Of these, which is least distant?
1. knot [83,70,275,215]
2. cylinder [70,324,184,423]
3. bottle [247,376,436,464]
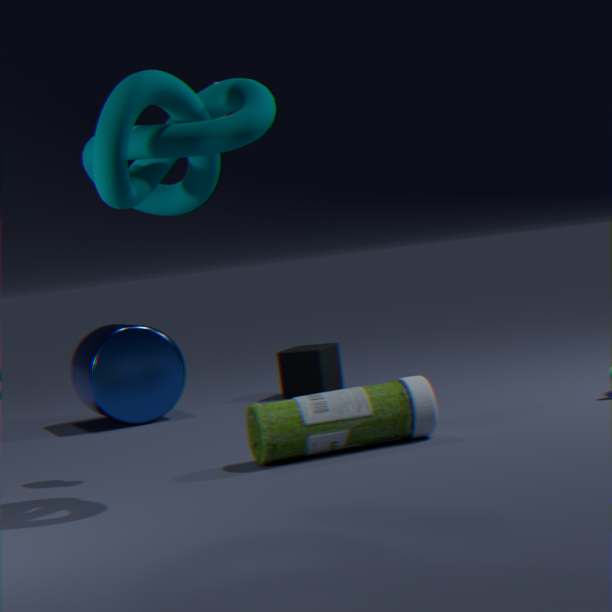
knot [83,70,275,215]
